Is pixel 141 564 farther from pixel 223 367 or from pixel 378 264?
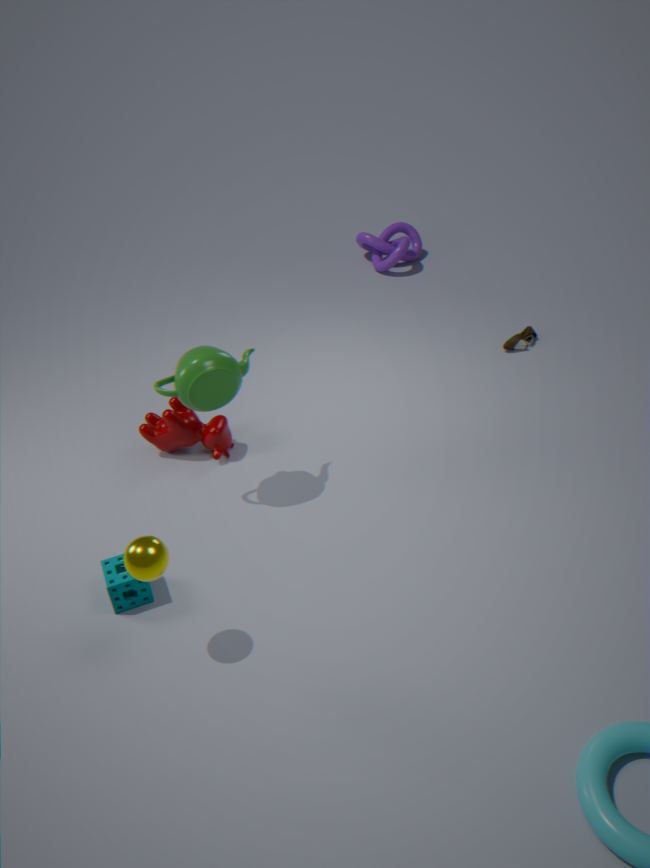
pixel 378 264
